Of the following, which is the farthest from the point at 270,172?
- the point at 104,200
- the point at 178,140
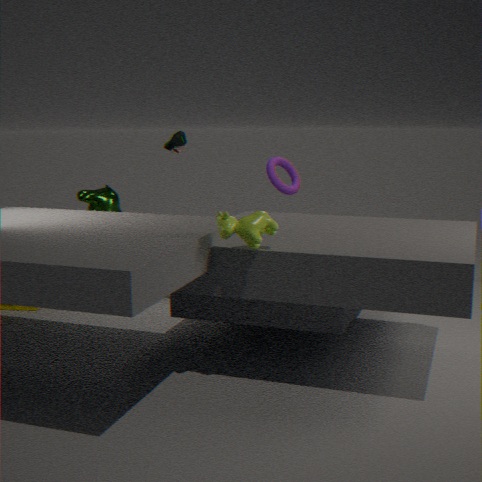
the point at 104,200
